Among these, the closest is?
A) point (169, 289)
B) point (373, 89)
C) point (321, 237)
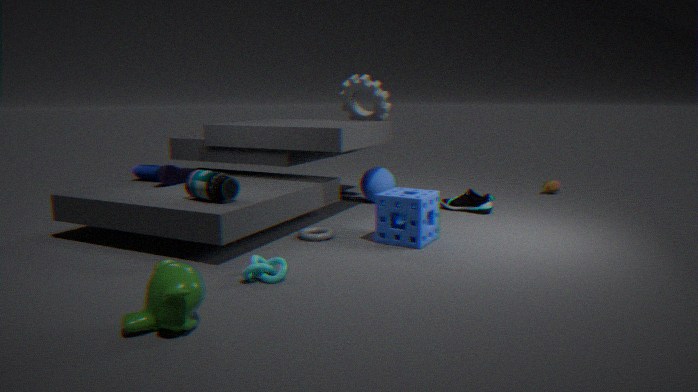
A
